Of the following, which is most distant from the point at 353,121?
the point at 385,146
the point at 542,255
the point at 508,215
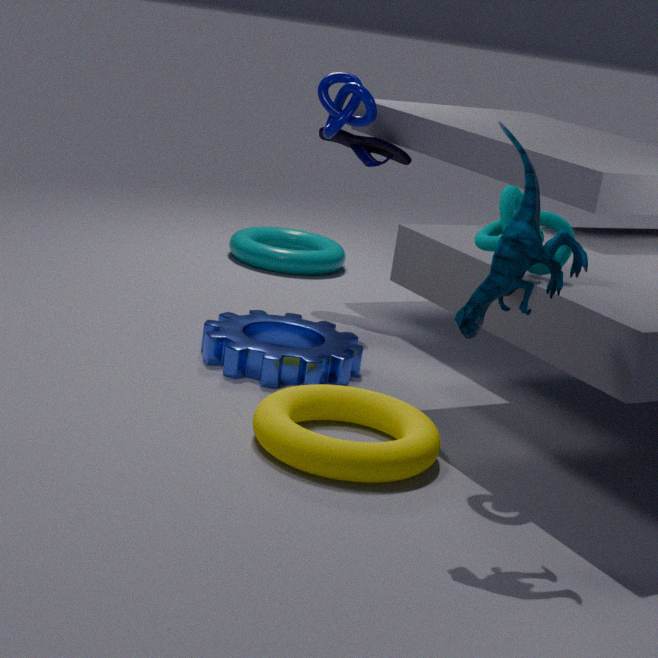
the point at 542,255
